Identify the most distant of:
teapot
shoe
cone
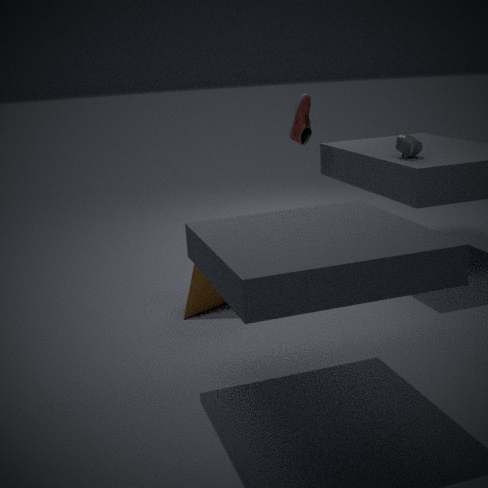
shoe
